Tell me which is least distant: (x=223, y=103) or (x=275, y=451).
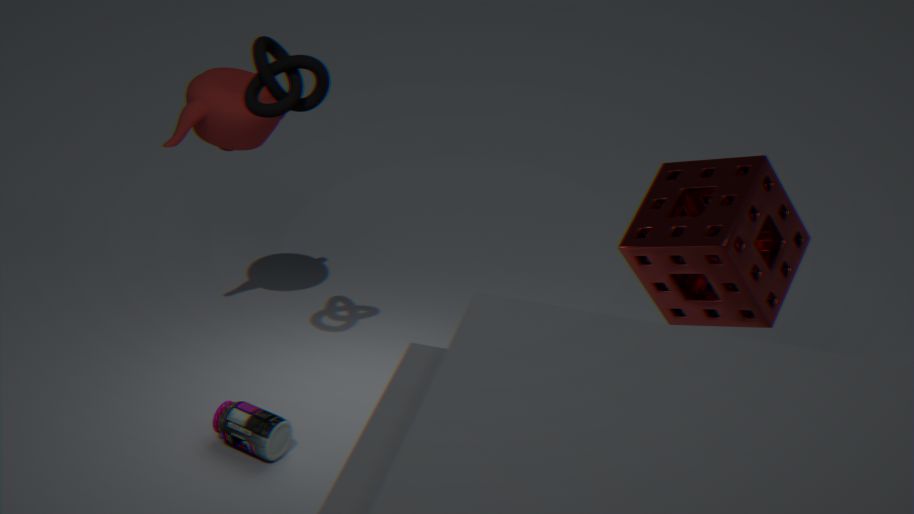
(x=275, y=451)
